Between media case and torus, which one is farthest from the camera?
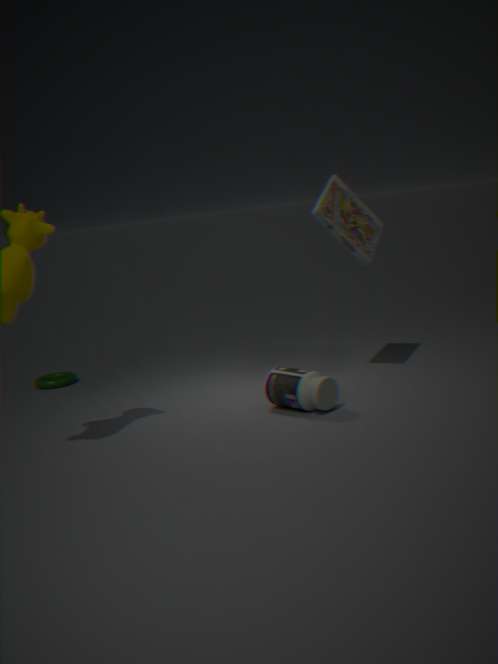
torus
